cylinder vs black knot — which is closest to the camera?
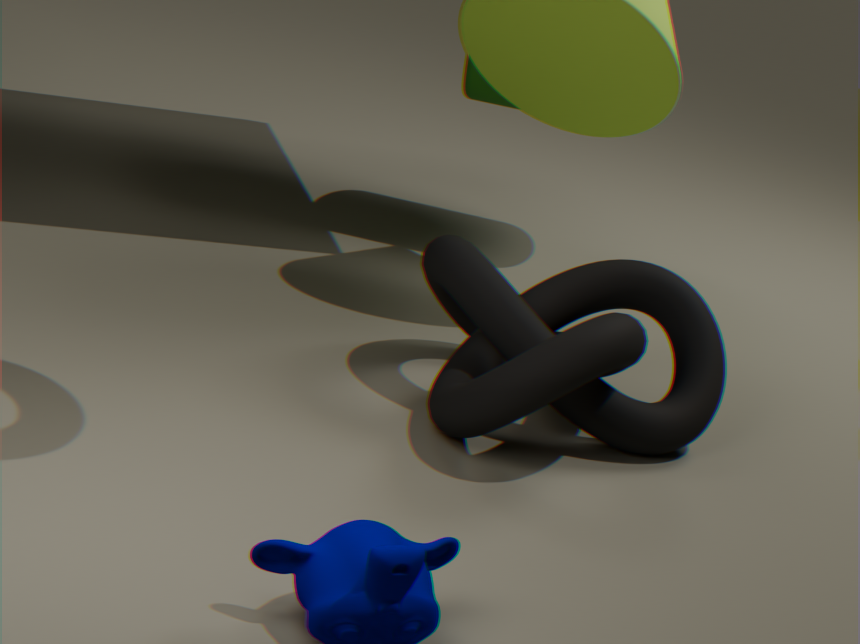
black knot
